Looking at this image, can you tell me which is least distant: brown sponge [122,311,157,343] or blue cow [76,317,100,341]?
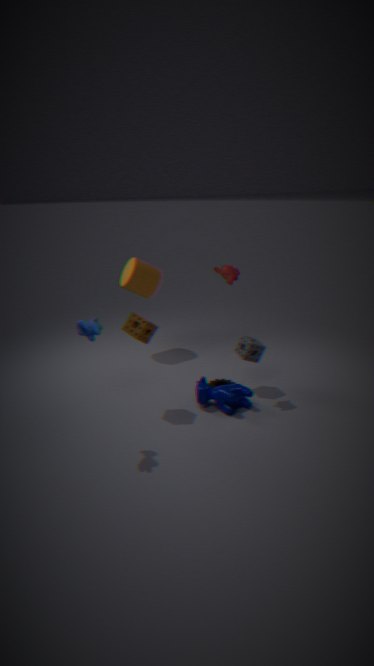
blue cow [76,317,100,341]
